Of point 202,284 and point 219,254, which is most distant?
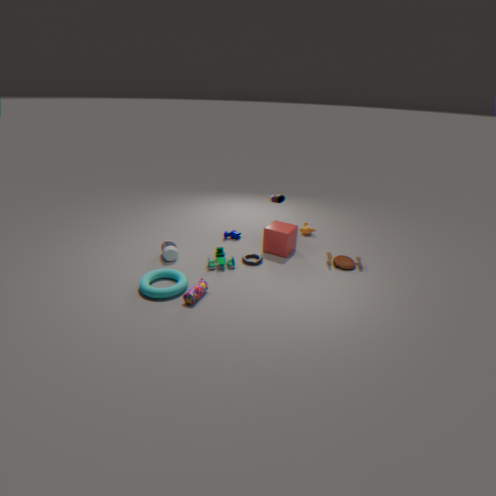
point 219,254
